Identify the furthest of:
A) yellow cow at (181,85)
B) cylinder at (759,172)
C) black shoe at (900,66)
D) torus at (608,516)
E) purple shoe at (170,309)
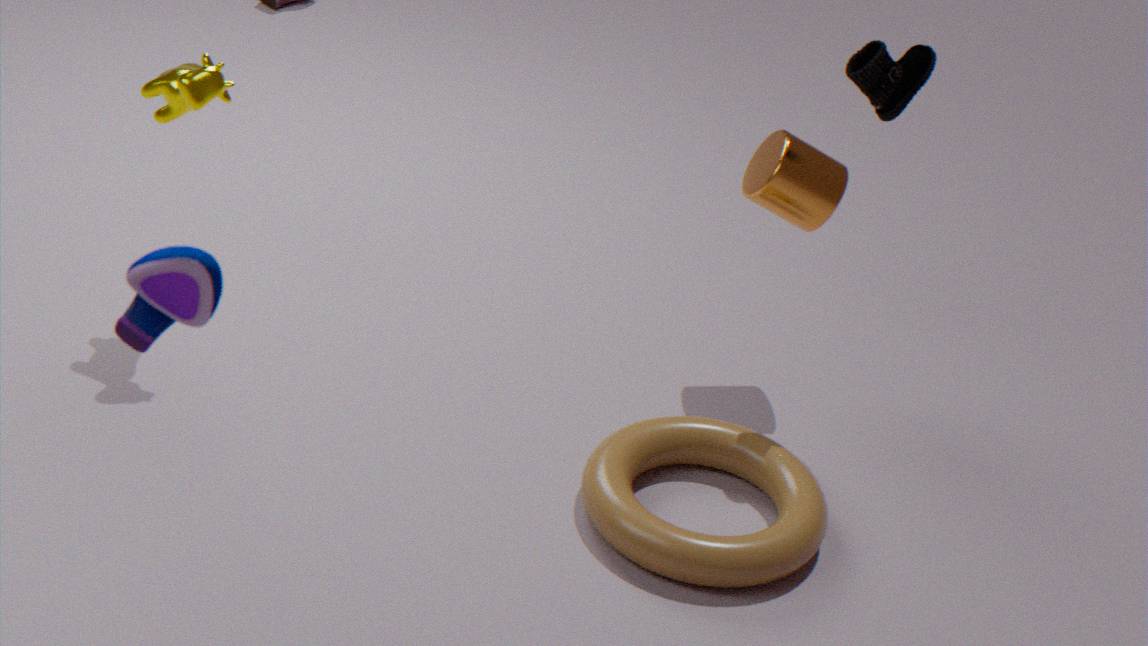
cylinder at (759,172)
